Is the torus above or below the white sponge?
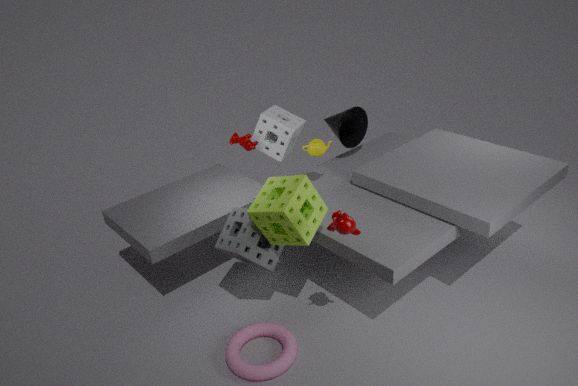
below
